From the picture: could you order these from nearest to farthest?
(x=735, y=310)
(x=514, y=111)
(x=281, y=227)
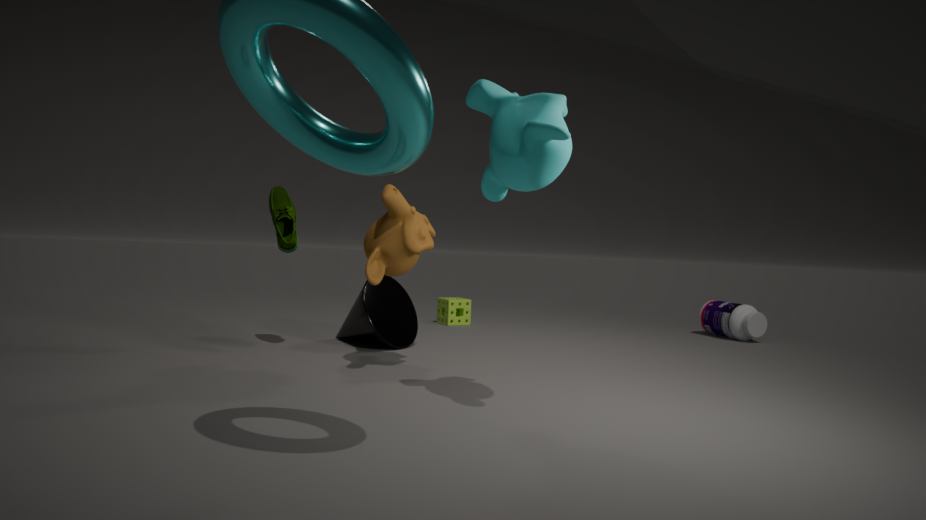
1. (x=514, y=111)
2. (x=281, y=227)
3. (x=735, y=310)
